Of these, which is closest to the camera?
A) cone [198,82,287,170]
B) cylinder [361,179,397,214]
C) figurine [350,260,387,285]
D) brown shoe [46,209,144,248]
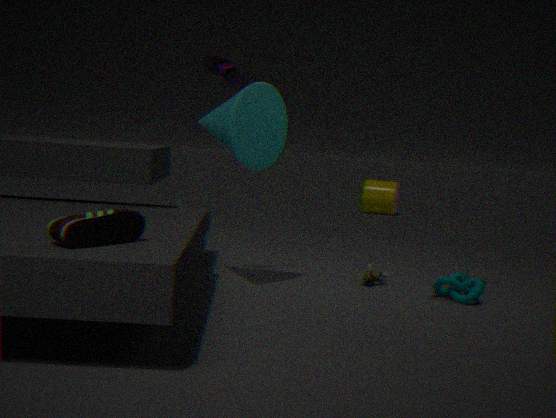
brown shoe [46,209,144,248]
